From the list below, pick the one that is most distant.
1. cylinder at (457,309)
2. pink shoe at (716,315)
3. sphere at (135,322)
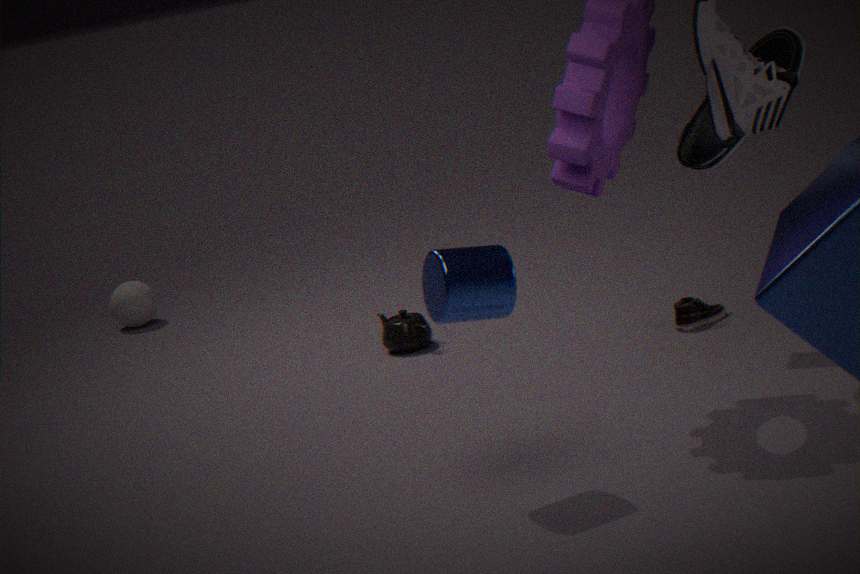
sphere at (135,322)
